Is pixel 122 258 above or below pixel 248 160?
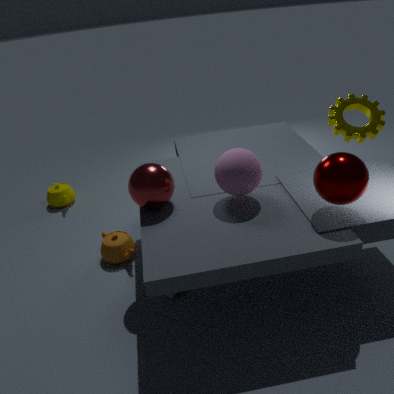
below
